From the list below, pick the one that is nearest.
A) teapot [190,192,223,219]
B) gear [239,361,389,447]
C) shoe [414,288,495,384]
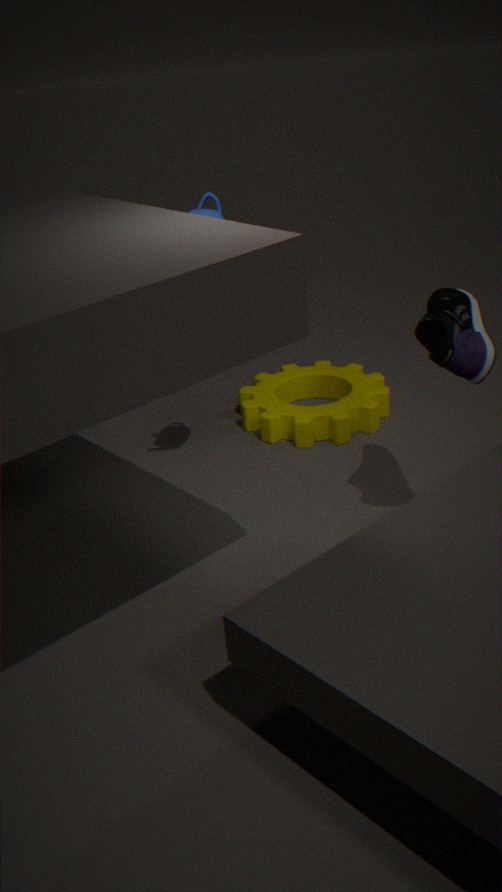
shoe [414,288,495,384]
